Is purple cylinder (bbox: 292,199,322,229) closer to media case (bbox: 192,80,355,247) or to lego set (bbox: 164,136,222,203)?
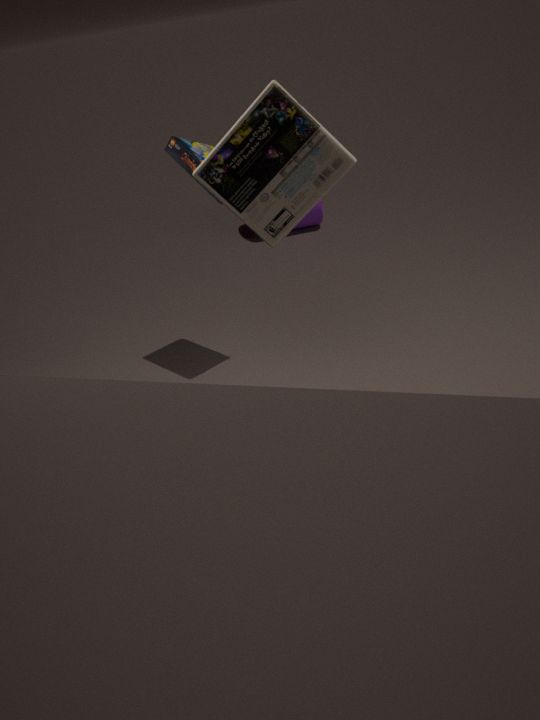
lego set (bbox: 164,136,222,203)
